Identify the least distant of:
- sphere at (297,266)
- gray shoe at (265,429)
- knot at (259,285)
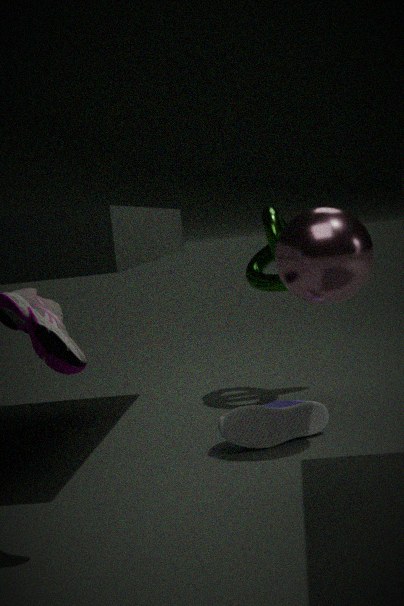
sphere at (297,266)
